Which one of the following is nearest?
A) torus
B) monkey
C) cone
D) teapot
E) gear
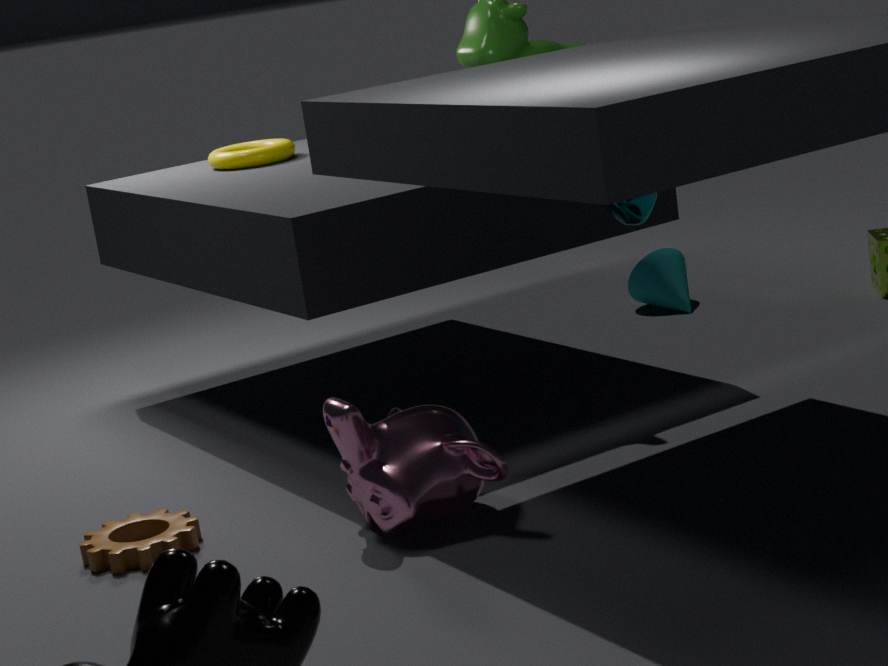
monkey
